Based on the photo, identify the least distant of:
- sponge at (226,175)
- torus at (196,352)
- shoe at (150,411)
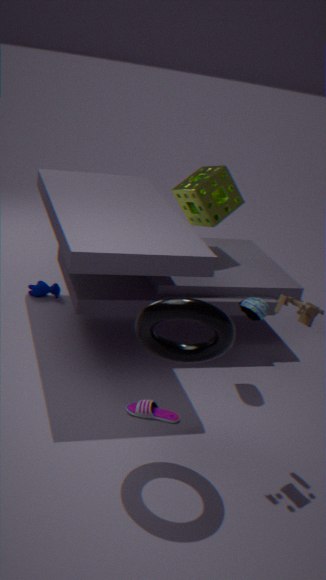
torus at (196,352)
